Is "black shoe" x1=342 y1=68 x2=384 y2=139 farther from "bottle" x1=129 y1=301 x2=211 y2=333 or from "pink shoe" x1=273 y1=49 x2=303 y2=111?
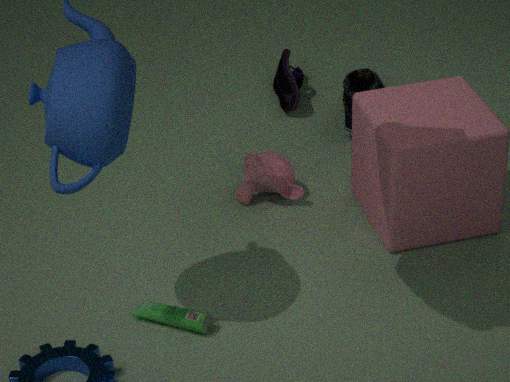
"bottle" x1=129 y1=301 x2=211 y2=333
